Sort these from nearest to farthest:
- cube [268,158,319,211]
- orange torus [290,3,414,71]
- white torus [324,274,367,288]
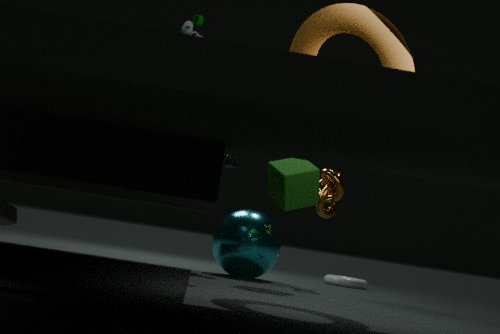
orange torus [290,3,414,71]
cube [268,158,319,211]
white torus [324,274,367,288]
